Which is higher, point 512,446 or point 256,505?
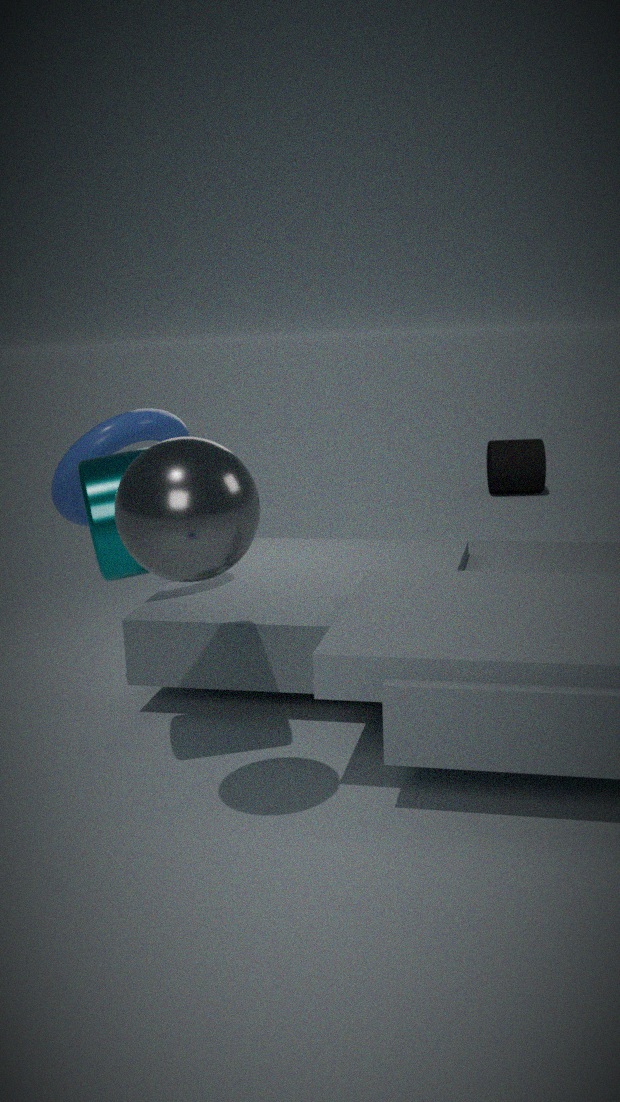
point 256,505
